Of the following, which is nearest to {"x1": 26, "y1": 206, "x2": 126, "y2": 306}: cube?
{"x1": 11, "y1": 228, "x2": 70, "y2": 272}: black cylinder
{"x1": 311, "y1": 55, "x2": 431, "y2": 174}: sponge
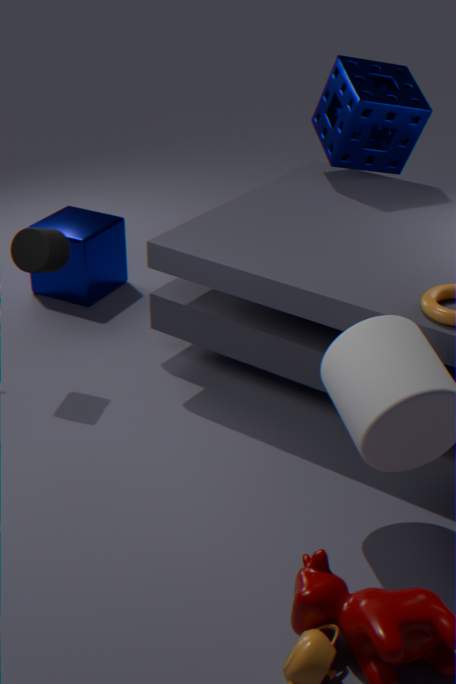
{"x1": 11, "y1": 228, "x2": 70, "y2": 272}: black cylinder
